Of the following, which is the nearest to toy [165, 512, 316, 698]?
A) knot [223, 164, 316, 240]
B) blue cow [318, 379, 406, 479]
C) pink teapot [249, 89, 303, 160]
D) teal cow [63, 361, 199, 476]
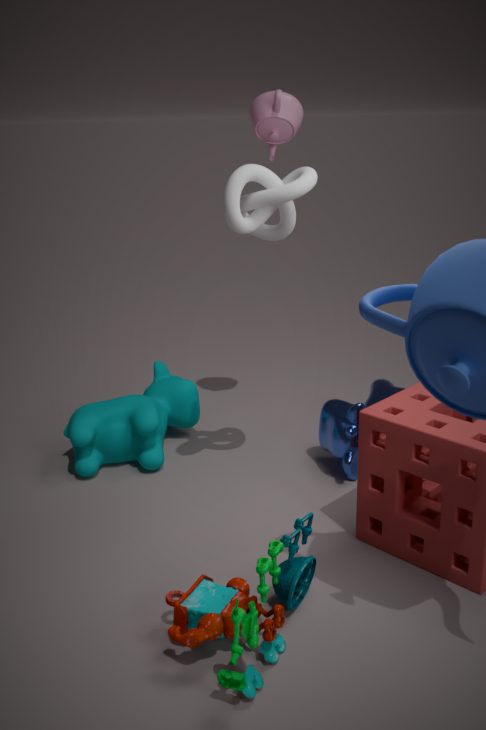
blue cow [318, 379, 406, 479]
